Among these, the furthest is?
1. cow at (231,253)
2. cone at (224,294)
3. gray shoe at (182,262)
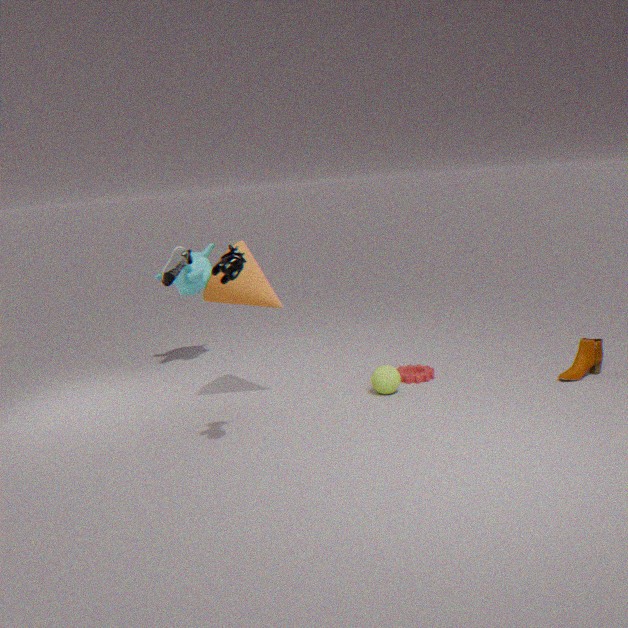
gray shoe at (182,262)
